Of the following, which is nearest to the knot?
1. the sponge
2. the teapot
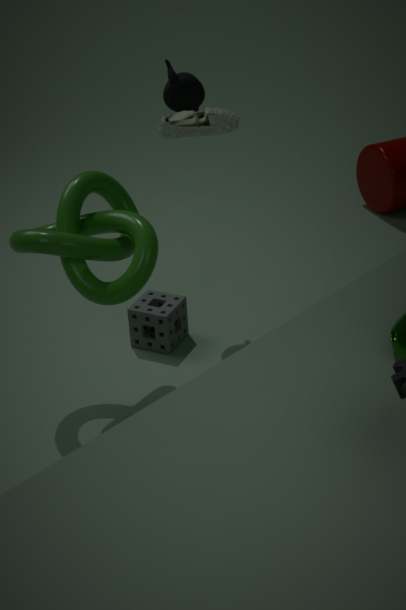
the sponge
